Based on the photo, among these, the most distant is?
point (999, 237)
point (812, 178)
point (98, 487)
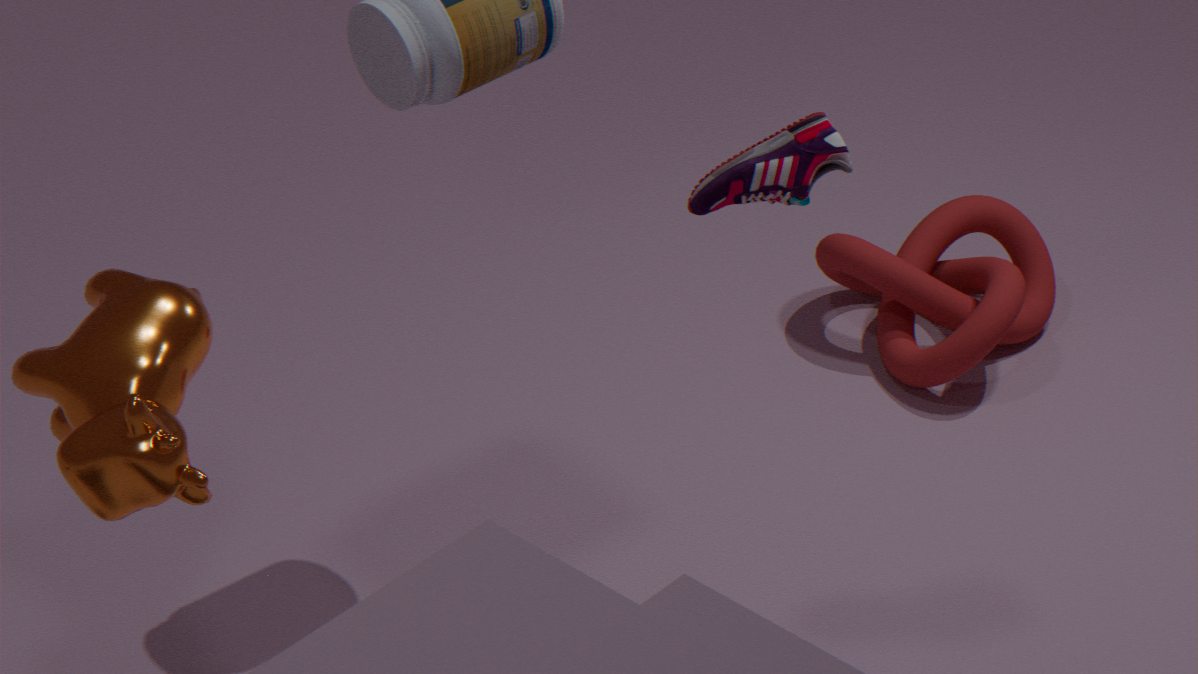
point (999, 237)
